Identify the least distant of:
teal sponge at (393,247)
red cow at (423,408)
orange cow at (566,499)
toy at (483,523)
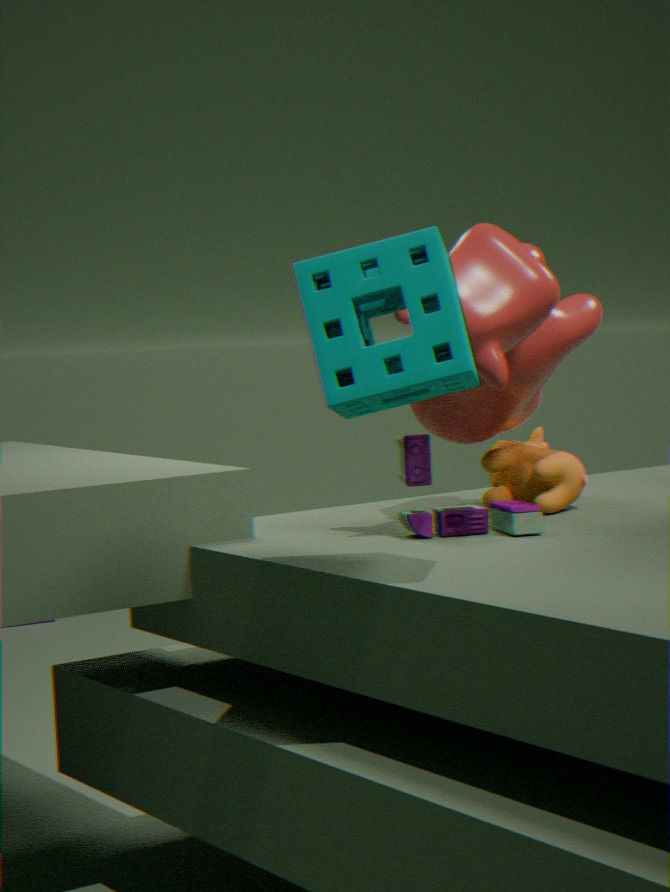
teal sponge at (393,247)
